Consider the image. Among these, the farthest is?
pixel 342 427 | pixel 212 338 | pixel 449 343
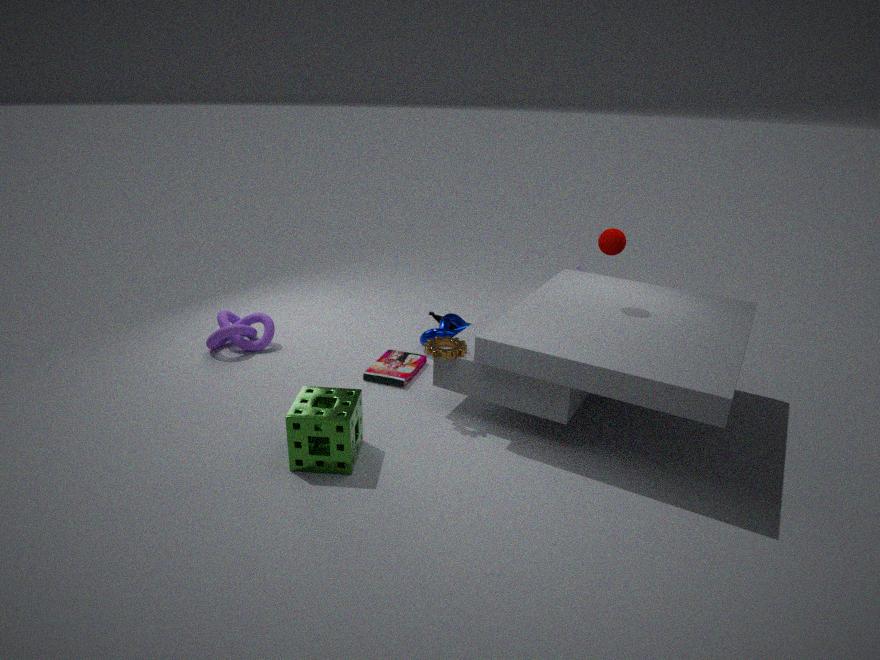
pixel 212 338
